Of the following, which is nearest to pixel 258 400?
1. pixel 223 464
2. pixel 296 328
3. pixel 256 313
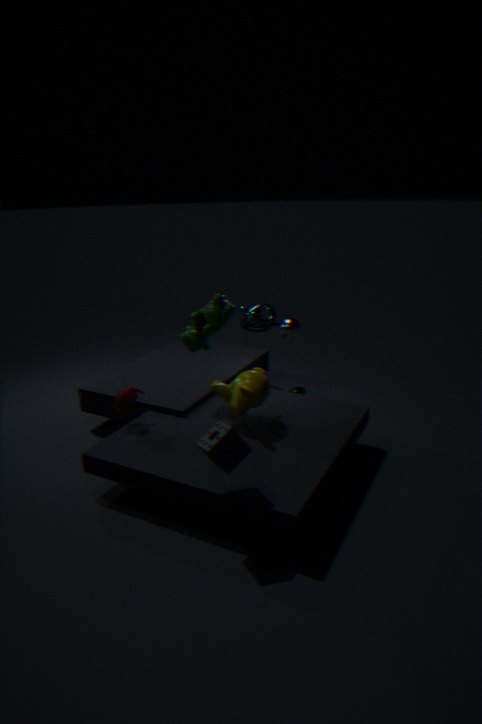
pixel 223 464
